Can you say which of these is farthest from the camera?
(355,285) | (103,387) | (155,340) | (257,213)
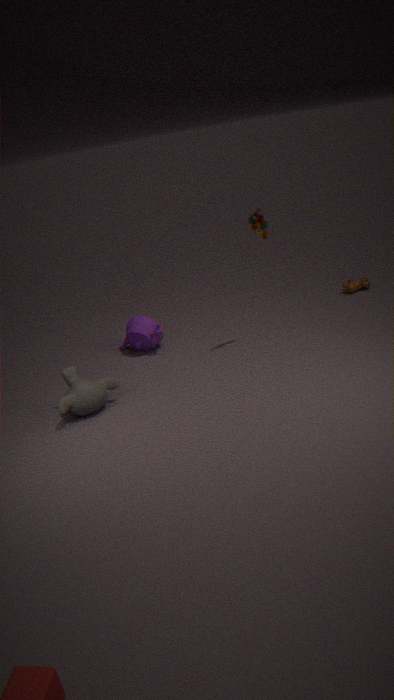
(355,285)
